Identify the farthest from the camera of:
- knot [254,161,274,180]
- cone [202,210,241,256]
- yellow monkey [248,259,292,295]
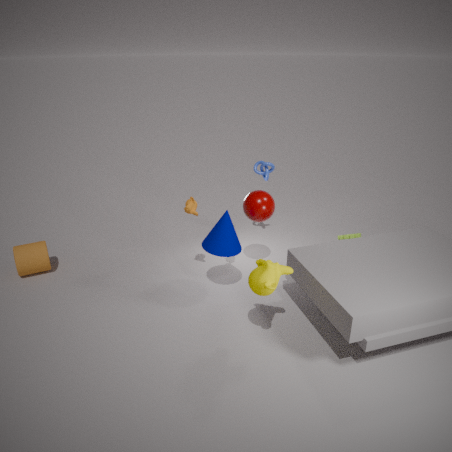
knot [254,161,274,180]
